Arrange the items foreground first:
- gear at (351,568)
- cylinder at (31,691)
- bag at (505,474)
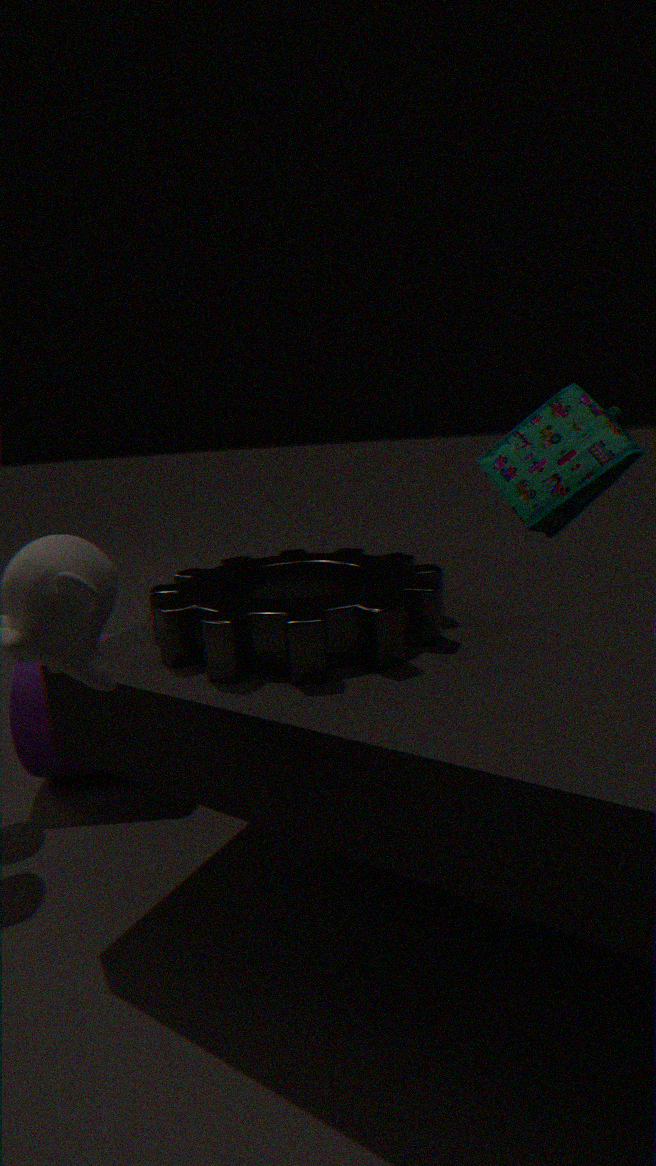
gear at (351,568)
cylinder at (31,691)
bag at (505,474)
